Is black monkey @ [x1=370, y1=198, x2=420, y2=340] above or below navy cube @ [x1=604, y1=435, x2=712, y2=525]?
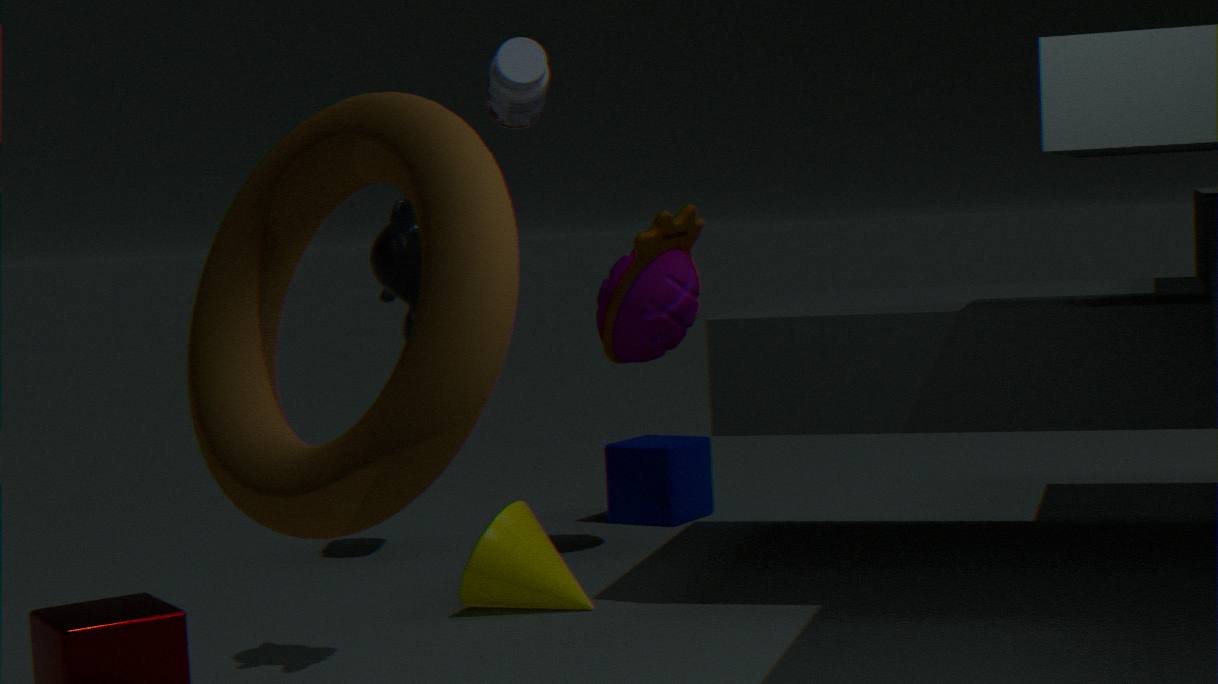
above
